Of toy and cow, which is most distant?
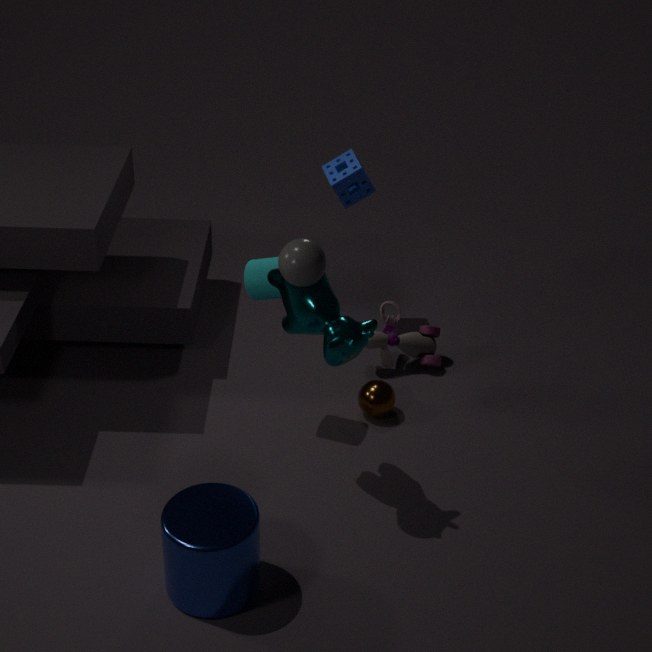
toy
